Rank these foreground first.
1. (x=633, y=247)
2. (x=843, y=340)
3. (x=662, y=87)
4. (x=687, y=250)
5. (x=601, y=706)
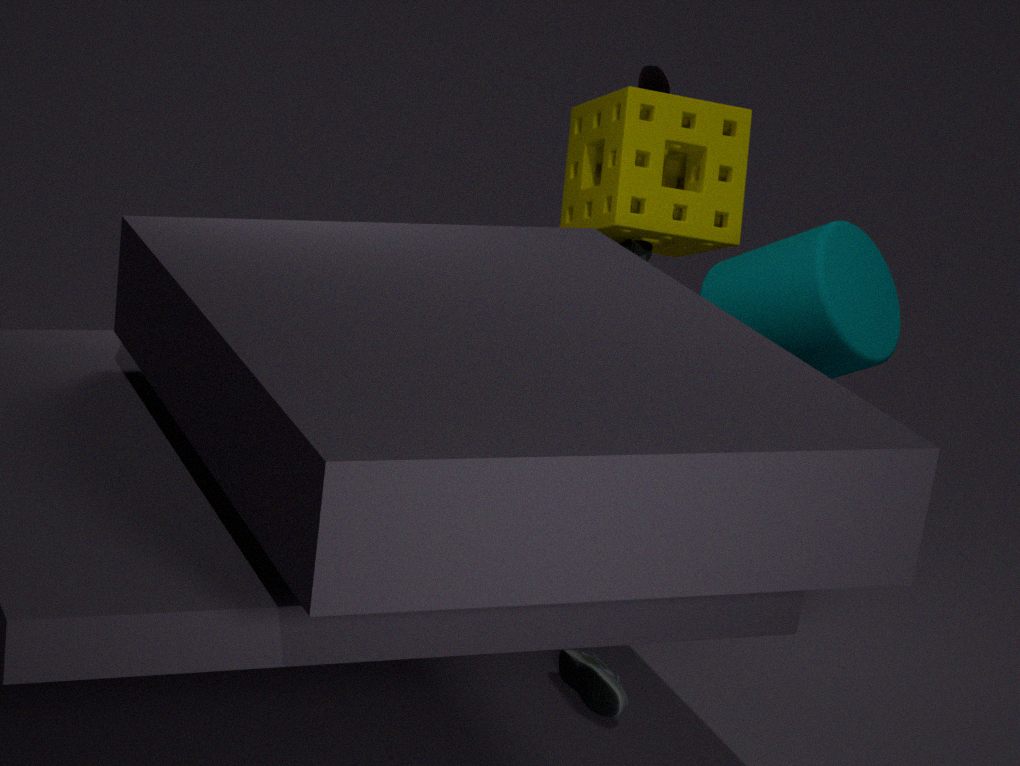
(x=601, y=706)
(x=843, y=340)
(x=633, y=247)
(x=662, y=87)
(x=687, y=250)
